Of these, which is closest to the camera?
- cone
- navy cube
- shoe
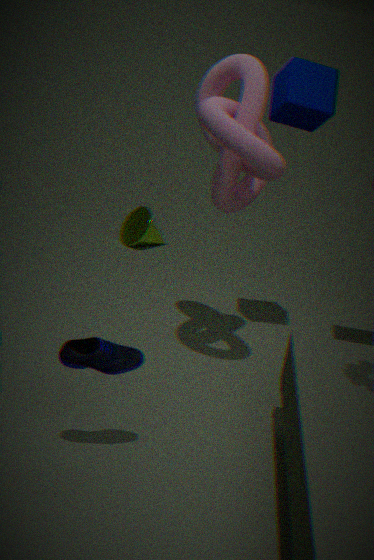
shoe
